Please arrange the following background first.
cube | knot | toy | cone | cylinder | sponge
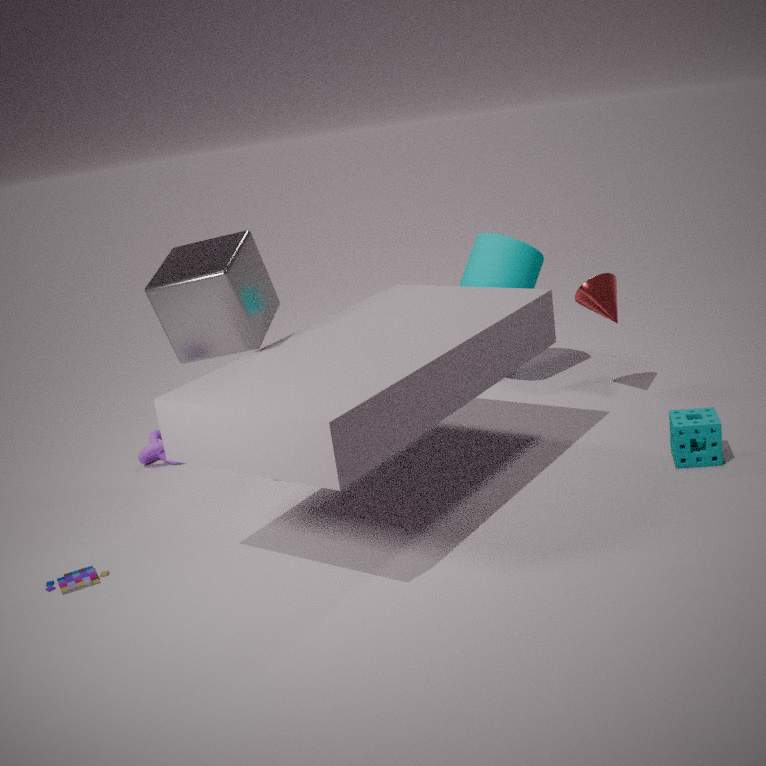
cylinder
knot
cone
sponge
cube
toy
